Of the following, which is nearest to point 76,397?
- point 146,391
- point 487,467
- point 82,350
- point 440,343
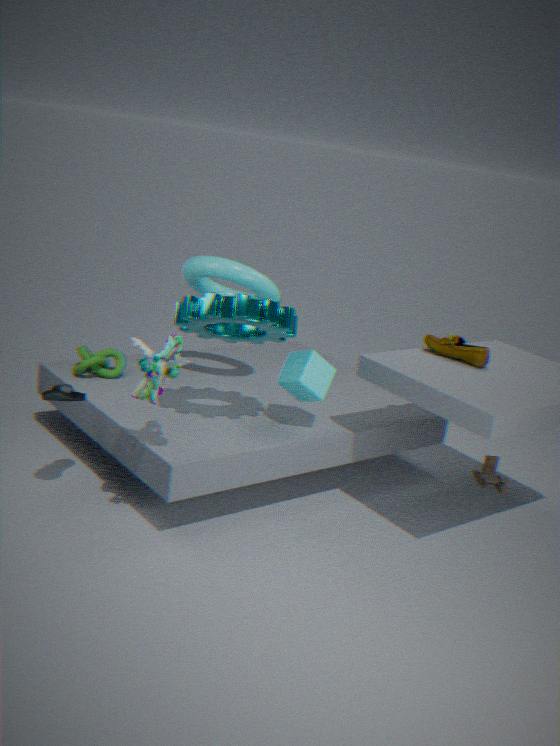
point 146,391
